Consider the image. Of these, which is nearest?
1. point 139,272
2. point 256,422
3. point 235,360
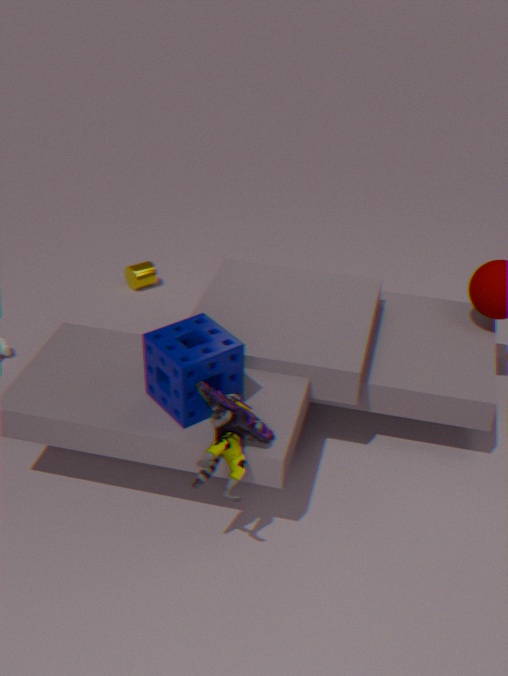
point 256,422
